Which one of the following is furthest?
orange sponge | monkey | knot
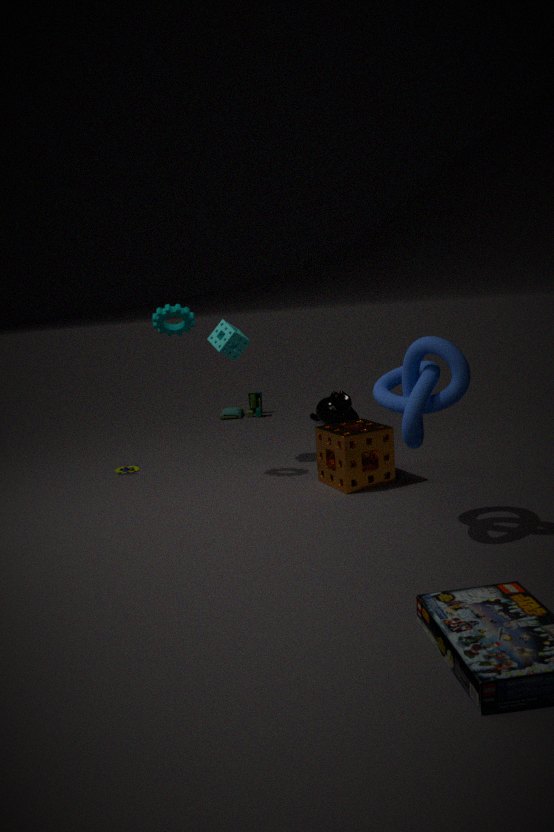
monkey
